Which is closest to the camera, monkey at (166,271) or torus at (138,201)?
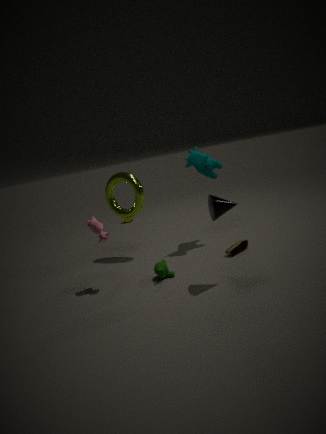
monkey at (166,271)
